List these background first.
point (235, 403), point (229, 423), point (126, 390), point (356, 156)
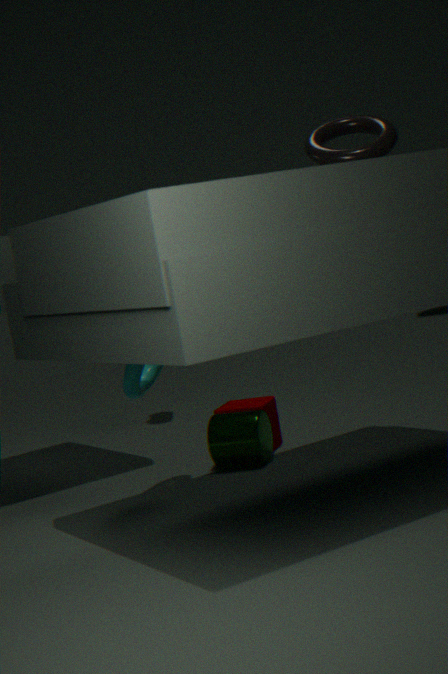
point (235, 403)
point (229, 423)
point (126, 390)
point (356, 156)
